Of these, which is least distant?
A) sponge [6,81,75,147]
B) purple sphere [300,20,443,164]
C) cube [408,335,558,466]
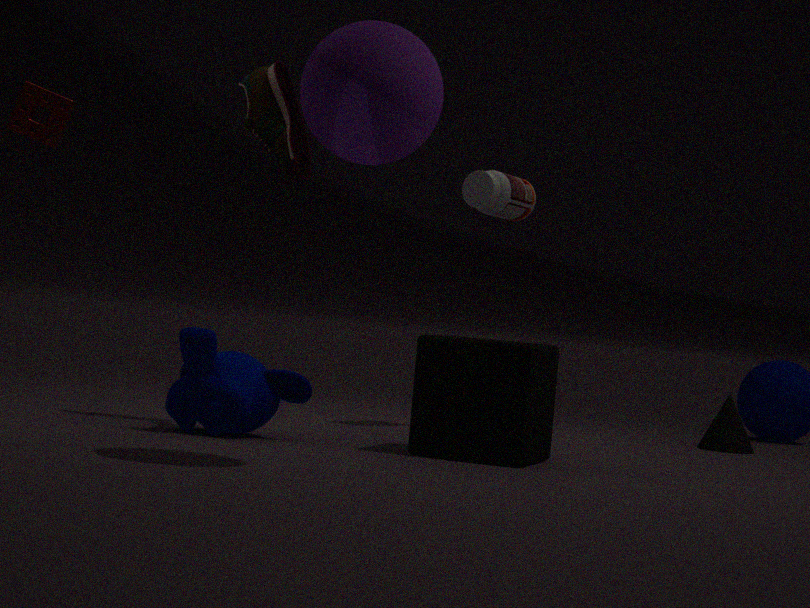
purple sphere [300,20,443,164]
